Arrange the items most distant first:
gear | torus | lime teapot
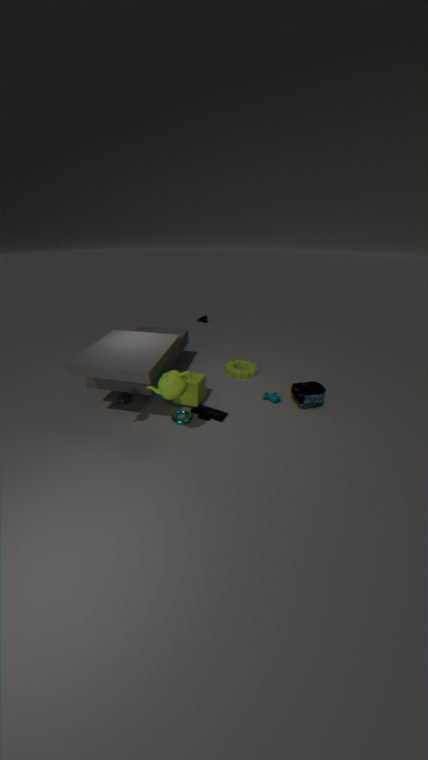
gear
torus
lime teapot
